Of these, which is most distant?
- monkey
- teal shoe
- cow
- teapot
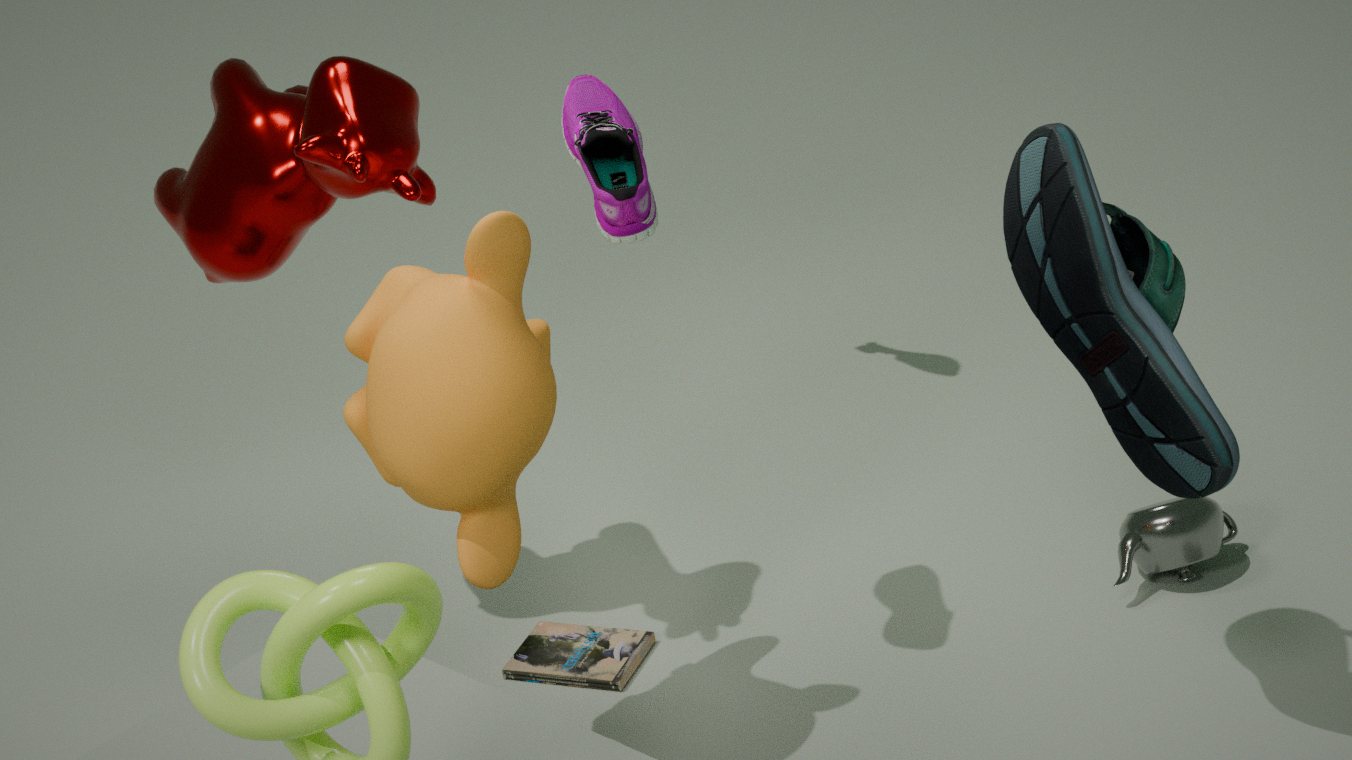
teapot
